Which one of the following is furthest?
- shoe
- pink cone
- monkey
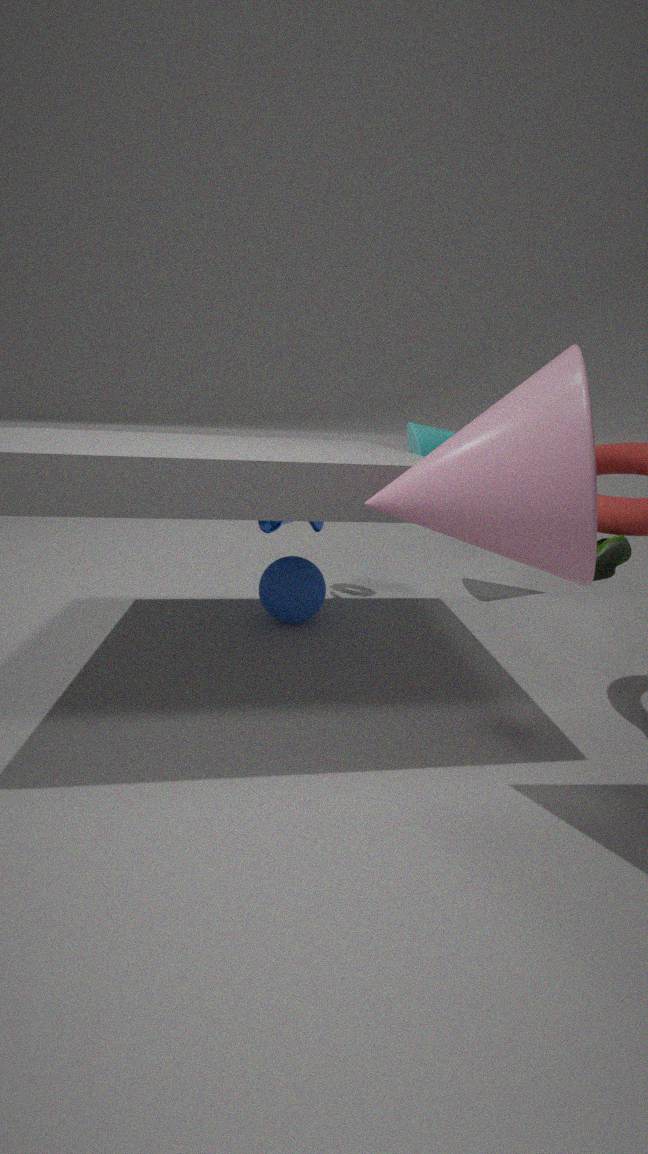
monkey
